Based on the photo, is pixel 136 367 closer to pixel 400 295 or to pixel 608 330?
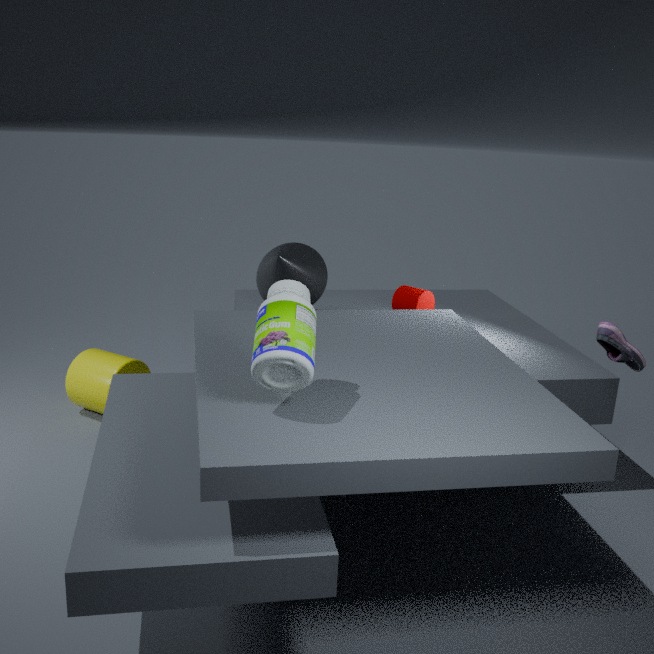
pixel 400 295
